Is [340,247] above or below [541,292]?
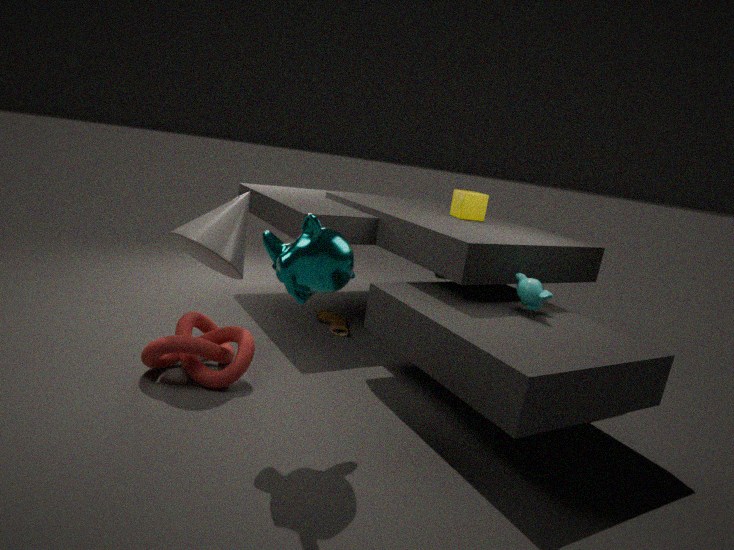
above
